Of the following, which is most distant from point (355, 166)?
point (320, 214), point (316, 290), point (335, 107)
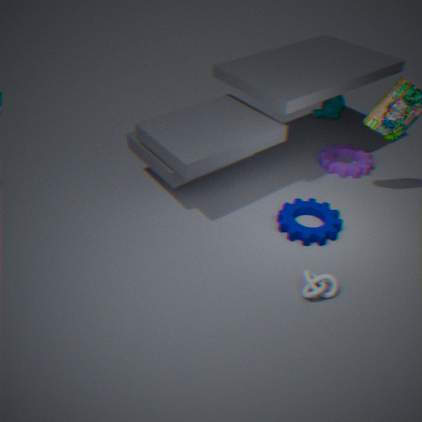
point (316, 290)
